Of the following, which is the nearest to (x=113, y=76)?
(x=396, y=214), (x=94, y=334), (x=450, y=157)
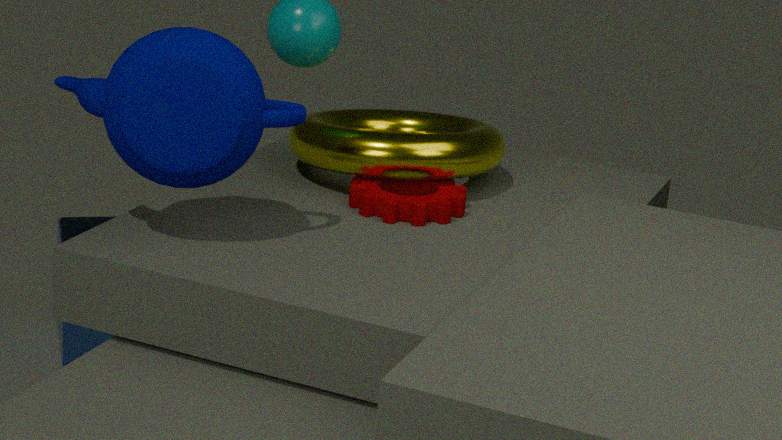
(x=396, y=214)
